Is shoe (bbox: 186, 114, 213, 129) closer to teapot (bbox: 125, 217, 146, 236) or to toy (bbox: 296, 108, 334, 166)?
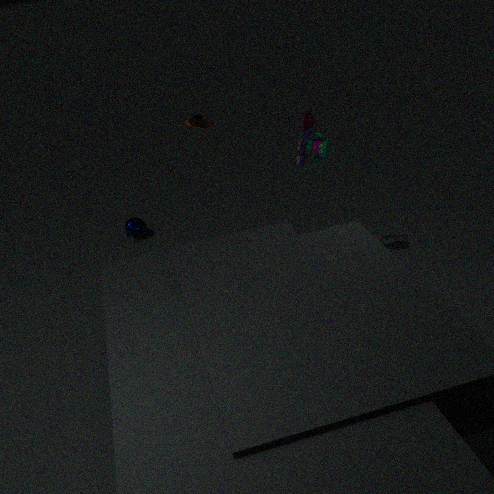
toy (bbox: 296, 108, 334, 166)
